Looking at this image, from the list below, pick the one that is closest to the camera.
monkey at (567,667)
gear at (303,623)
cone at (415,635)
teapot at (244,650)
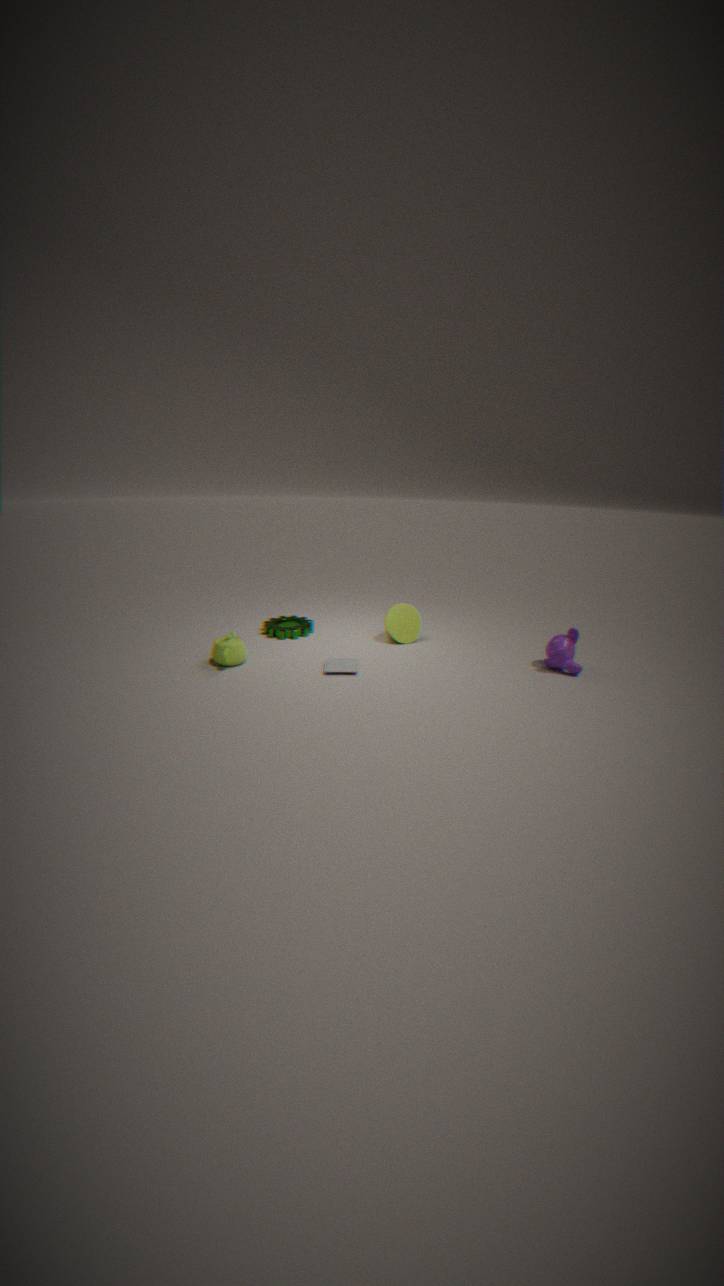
monkey at (567,667)
